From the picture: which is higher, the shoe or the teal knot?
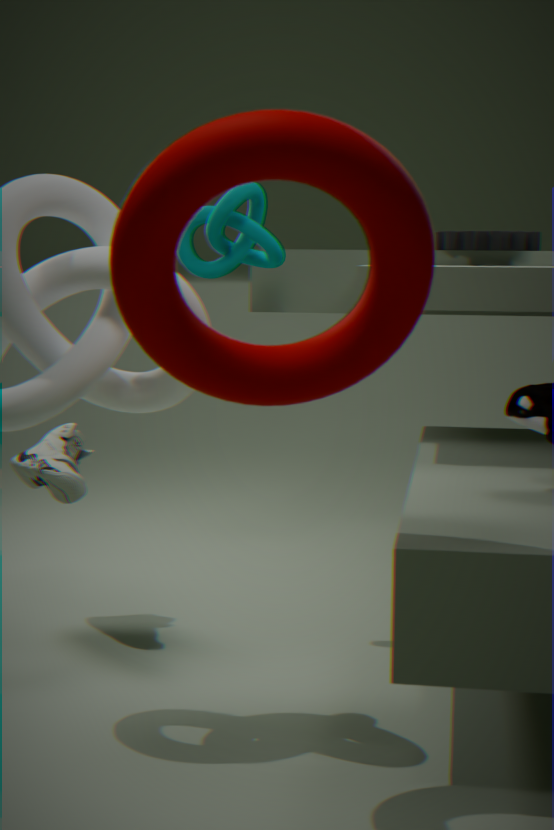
the teal knot
